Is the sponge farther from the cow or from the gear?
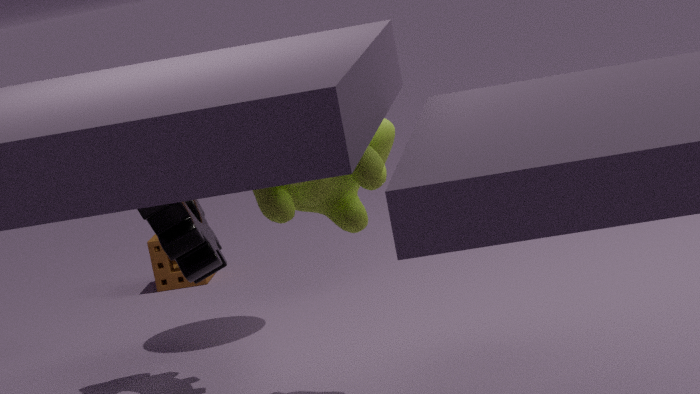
the cow
